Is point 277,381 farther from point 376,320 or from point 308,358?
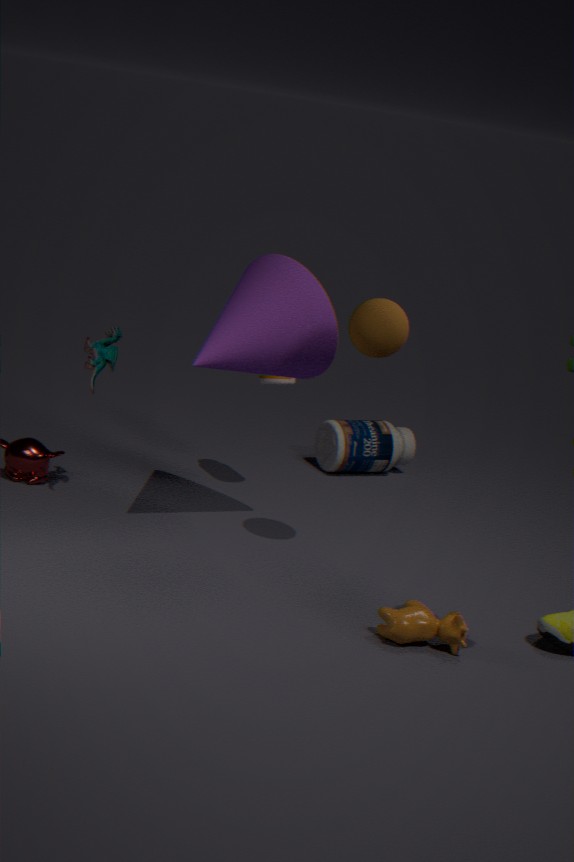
point 376,320
